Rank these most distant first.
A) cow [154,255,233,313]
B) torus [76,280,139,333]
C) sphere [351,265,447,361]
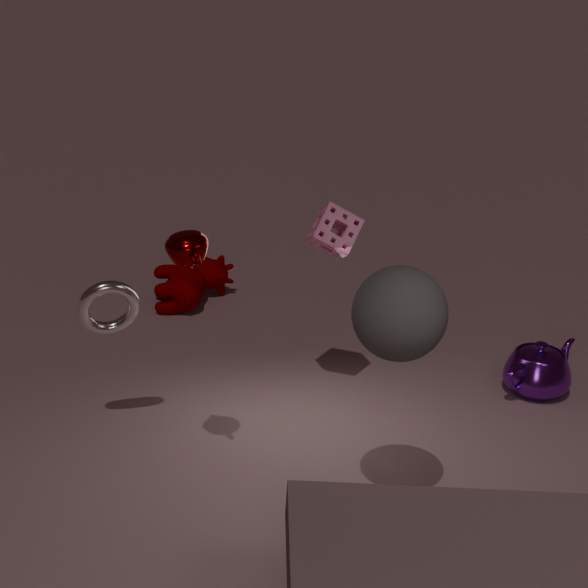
A. cow [154,255,233,313] < B. torus [76,280,139,333] < C. sphere [351,265,447,361]
